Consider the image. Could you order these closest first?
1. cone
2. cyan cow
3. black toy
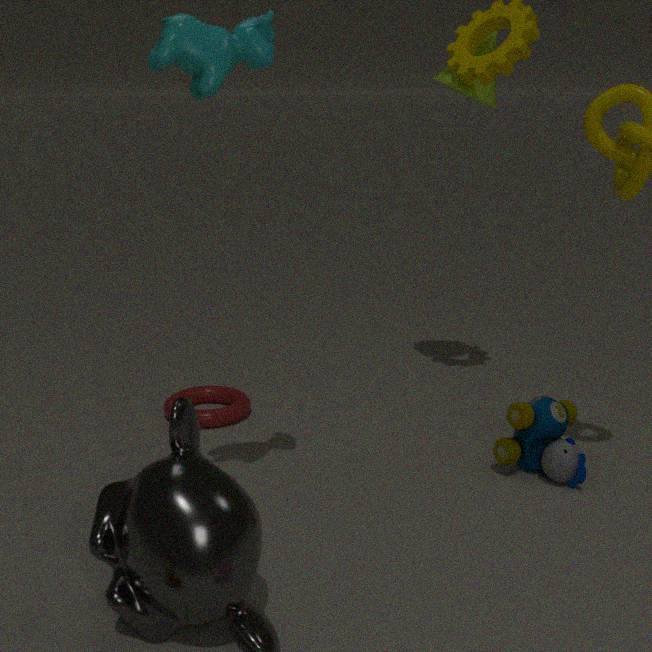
1. cyan cow
2. black toy
3. cone
